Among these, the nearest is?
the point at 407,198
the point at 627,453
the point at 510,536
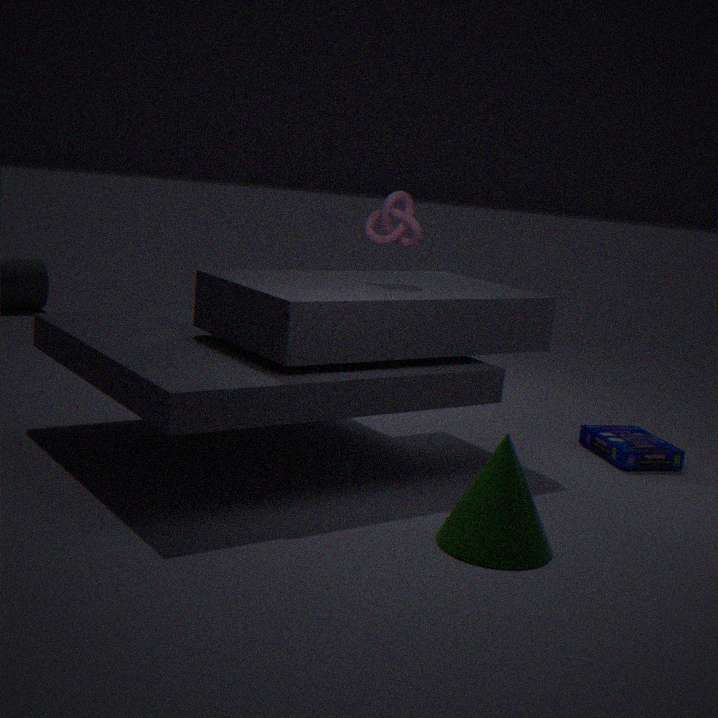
the point at 510,536
